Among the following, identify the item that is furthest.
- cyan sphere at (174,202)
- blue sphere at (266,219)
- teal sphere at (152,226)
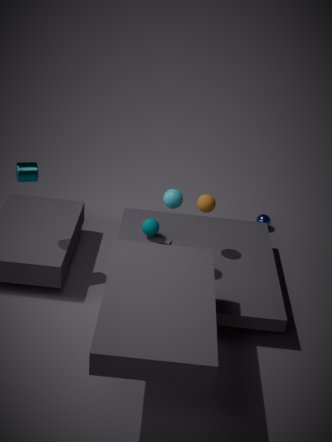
blue sphere at (266,219)
